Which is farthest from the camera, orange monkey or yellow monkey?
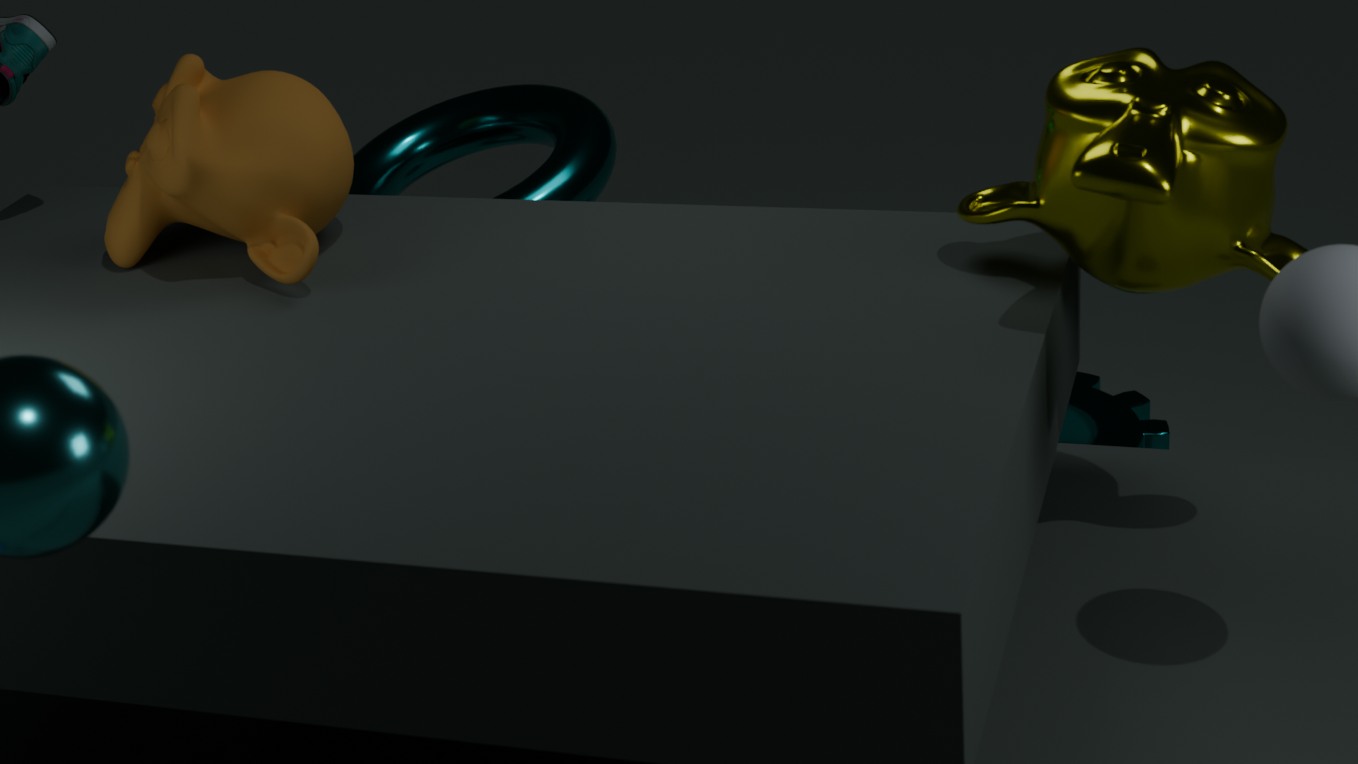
orange monkey
